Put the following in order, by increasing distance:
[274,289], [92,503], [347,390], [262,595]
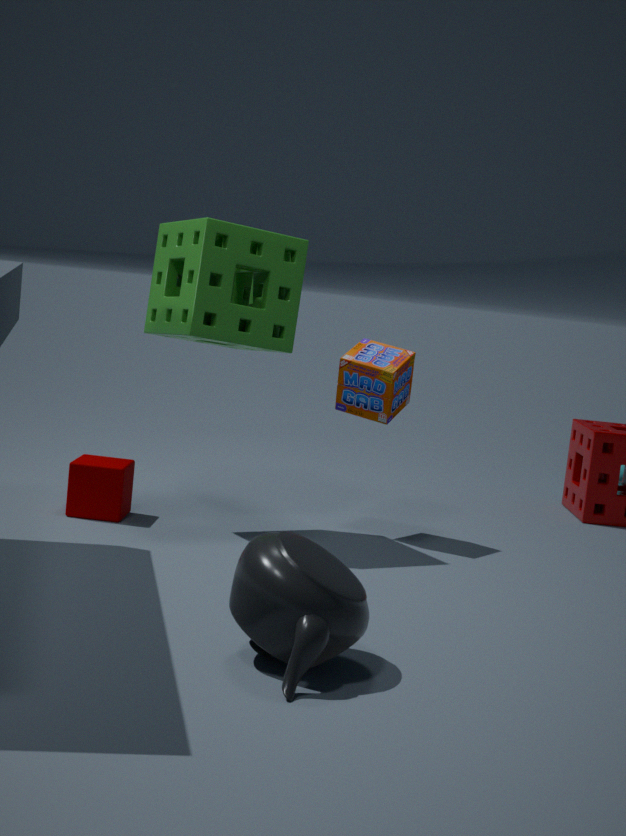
1. [262,595]
2. [274,289]
3. [92,503]
4. [347,390]
